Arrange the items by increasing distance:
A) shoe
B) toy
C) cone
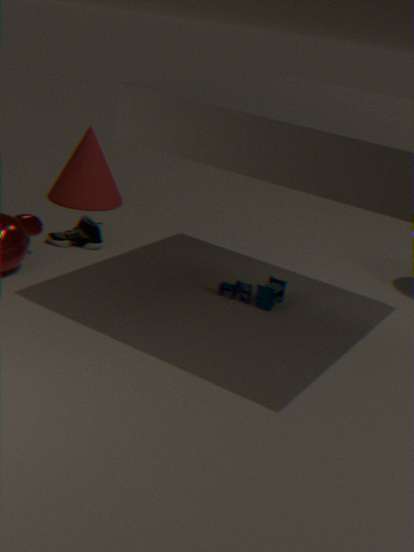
1. toy
2. shoe
3. cone
